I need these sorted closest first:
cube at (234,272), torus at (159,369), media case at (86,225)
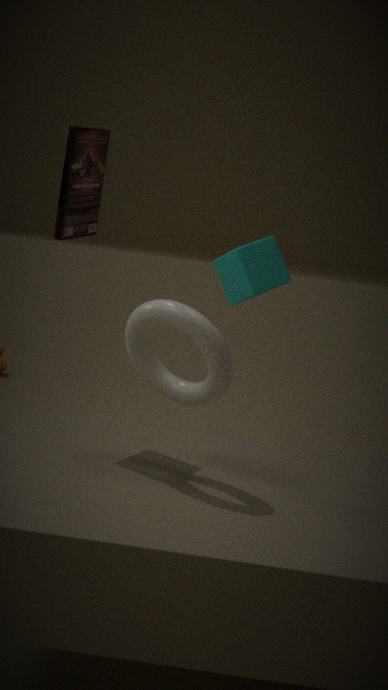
torus at (159,369) → media case at (86,225) → cube at (234,272)
